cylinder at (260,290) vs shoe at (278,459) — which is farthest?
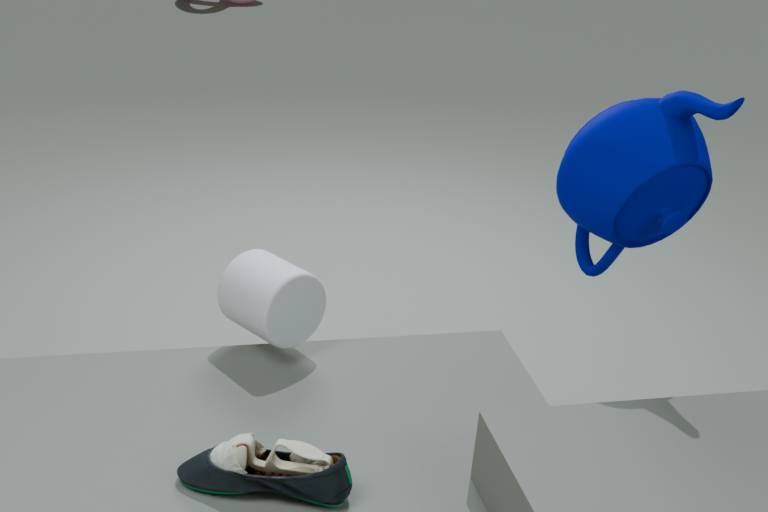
cylinder at (260,290)
